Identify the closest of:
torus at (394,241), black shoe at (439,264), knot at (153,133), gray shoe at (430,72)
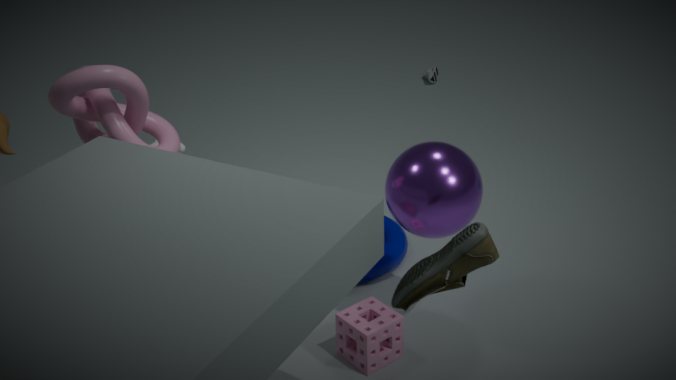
black shoe at (439,264)
